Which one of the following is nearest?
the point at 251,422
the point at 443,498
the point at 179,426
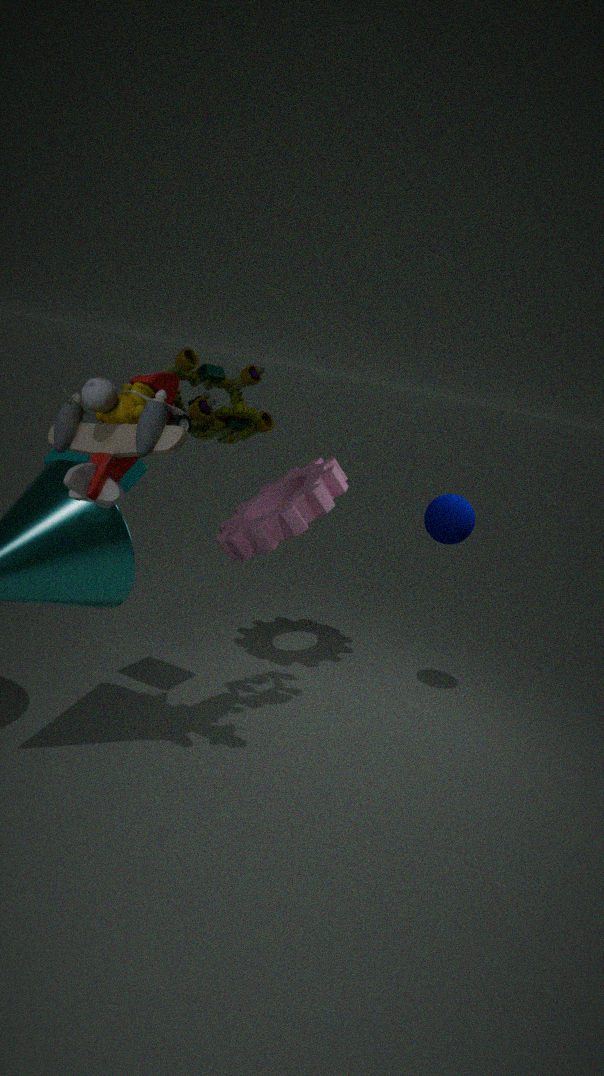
the point at 179,426
